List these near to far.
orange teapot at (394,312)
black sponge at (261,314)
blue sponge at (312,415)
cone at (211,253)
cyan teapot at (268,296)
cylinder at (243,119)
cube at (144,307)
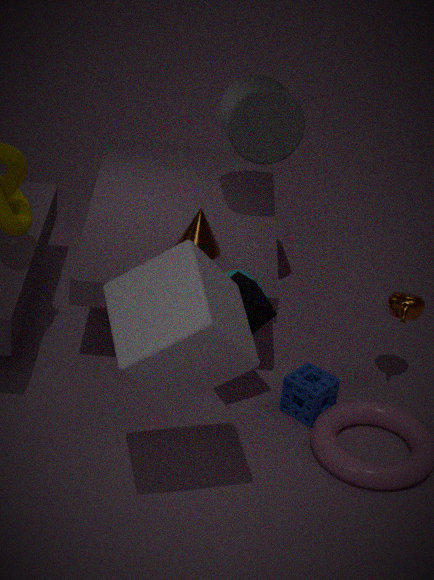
cube at (144,307) < black sponge at (261,314) < cyan teapot at (268,296) < blue sponge at (312,415) < orange teapot at (394,312) < cone at (211,253) < cylinder at (243,119)
